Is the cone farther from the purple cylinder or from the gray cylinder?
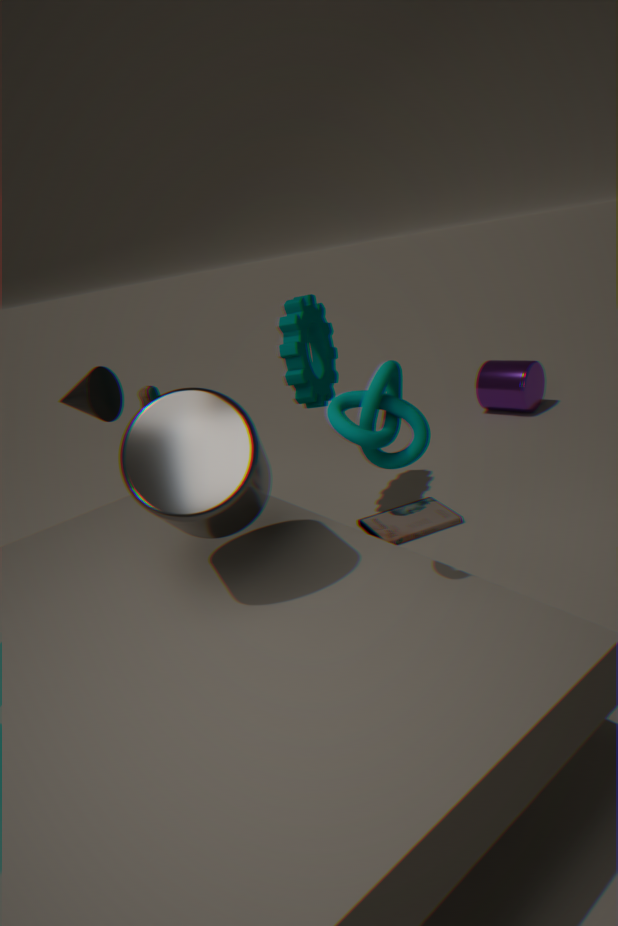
the purple cylinder
